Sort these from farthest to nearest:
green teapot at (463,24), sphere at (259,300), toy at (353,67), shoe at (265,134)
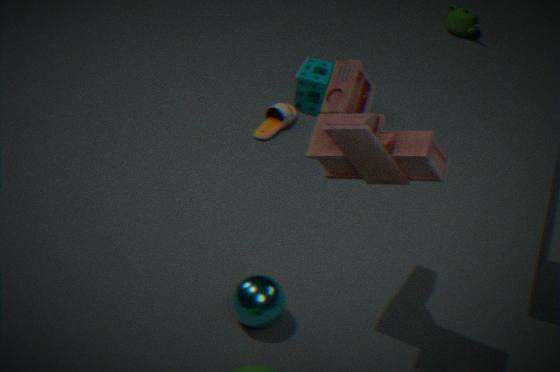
green teapot at (463,24) < shoe at (265,134) < sphere at (259,300) < toy at (353,67)
